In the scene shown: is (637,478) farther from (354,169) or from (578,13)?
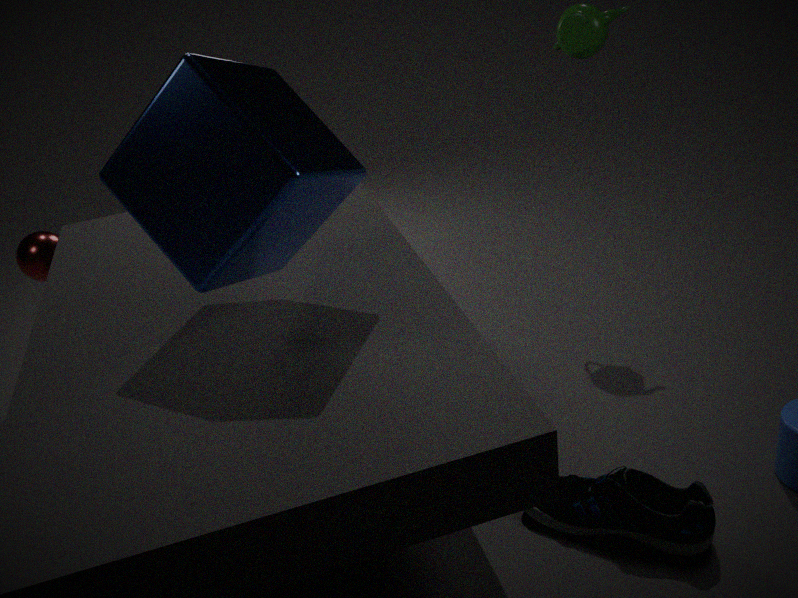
(578,13)
